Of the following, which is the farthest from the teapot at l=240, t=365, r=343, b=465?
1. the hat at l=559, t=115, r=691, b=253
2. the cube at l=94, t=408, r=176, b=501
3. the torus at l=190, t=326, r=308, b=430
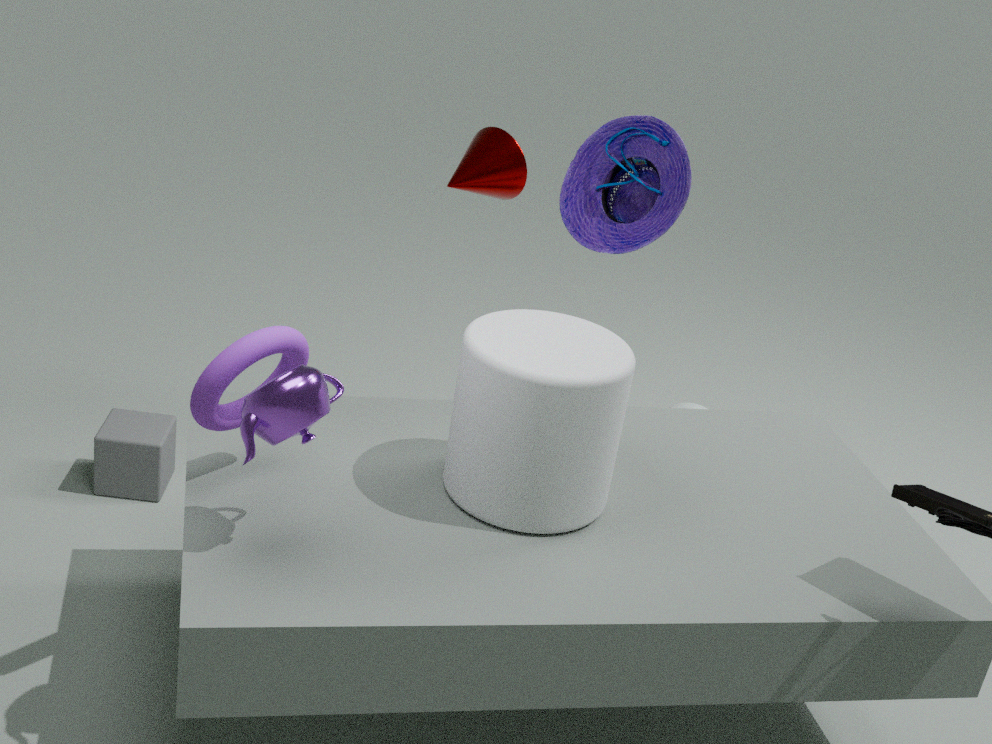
the cube at l=94, t=408, r=176, b=501
